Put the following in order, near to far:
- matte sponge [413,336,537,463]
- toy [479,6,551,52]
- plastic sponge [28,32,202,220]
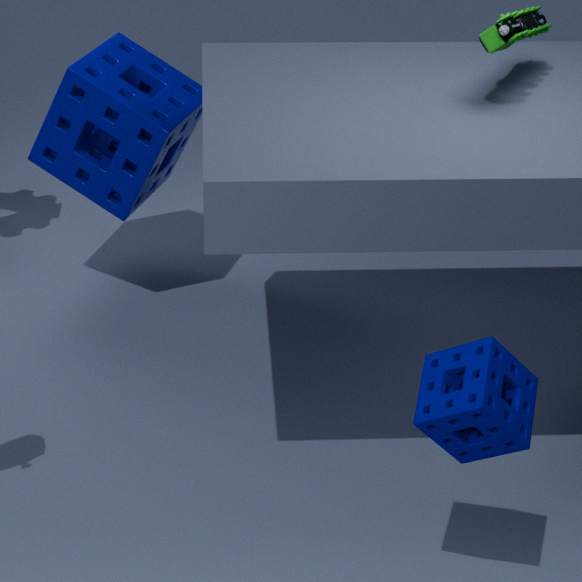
matte sponge [413,336,537,463], toy [479,6,551,52], plastic sponge [28,32,202,220]
